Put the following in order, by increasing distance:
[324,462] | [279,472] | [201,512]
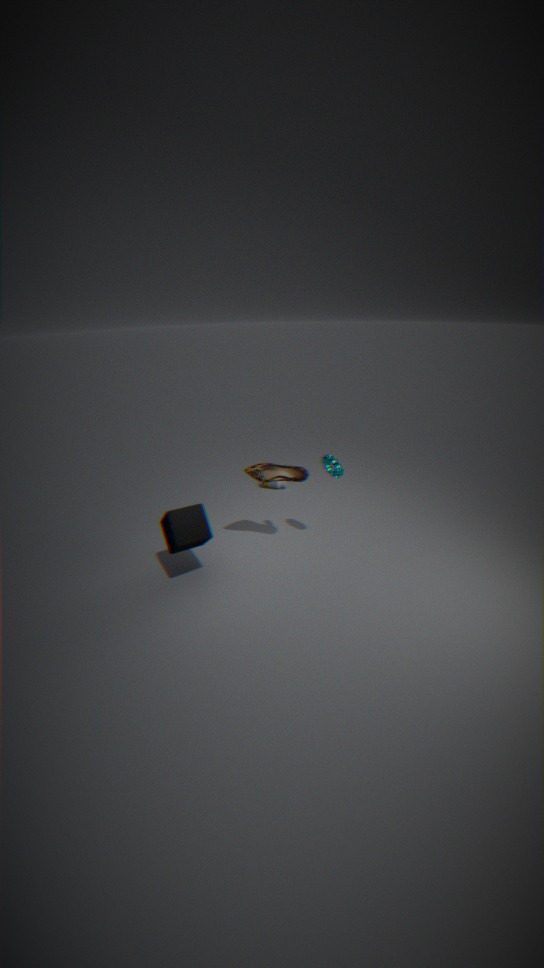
[201,512], [324,462], [279,472]
